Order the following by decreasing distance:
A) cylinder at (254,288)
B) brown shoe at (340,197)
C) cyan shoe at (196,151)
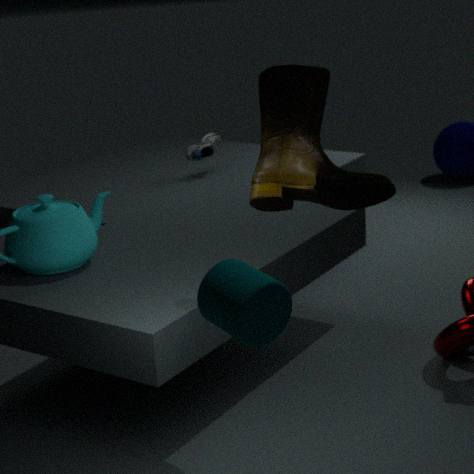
cyan shoe at (196,151)
brown shoe at (340,197)
cylinder at (254,288)
